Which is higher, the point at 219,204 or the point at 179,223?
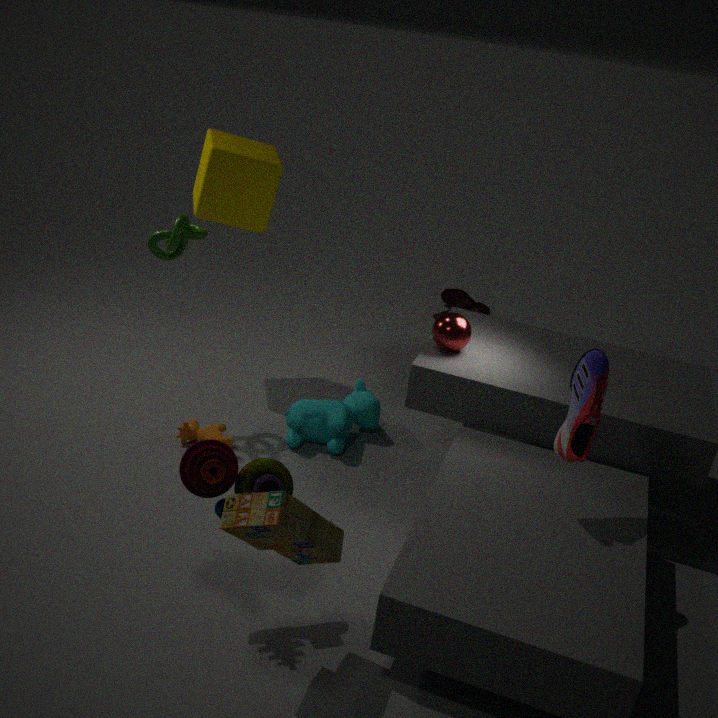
the point at 219,204
